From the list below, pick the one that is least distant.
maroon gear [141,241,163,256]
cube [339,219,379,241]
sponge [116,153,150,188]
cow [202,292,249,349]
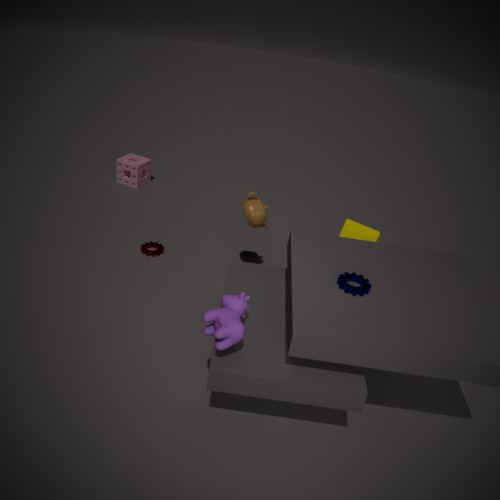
cow [202,292,249,349]
